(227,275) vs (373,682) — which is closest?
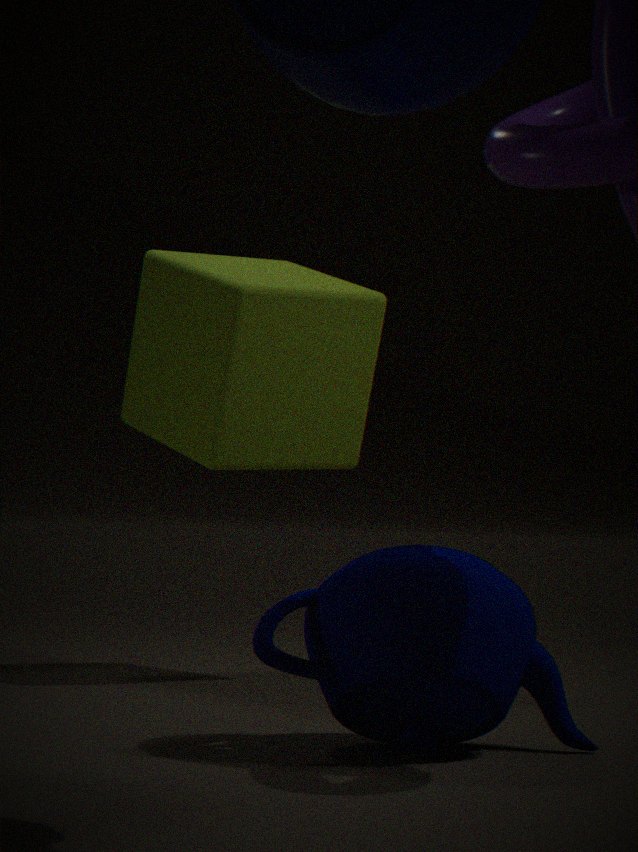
(373,682)
